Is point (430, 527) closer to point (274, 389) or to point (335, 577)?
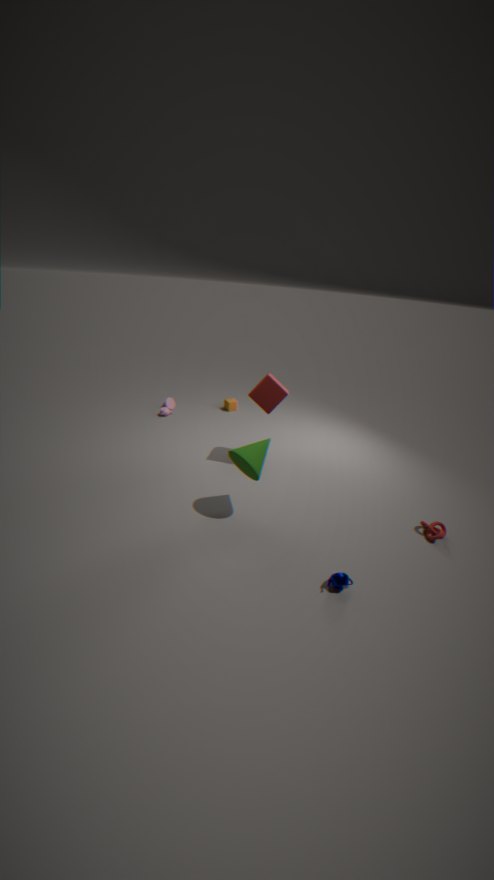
point (335, 577)
